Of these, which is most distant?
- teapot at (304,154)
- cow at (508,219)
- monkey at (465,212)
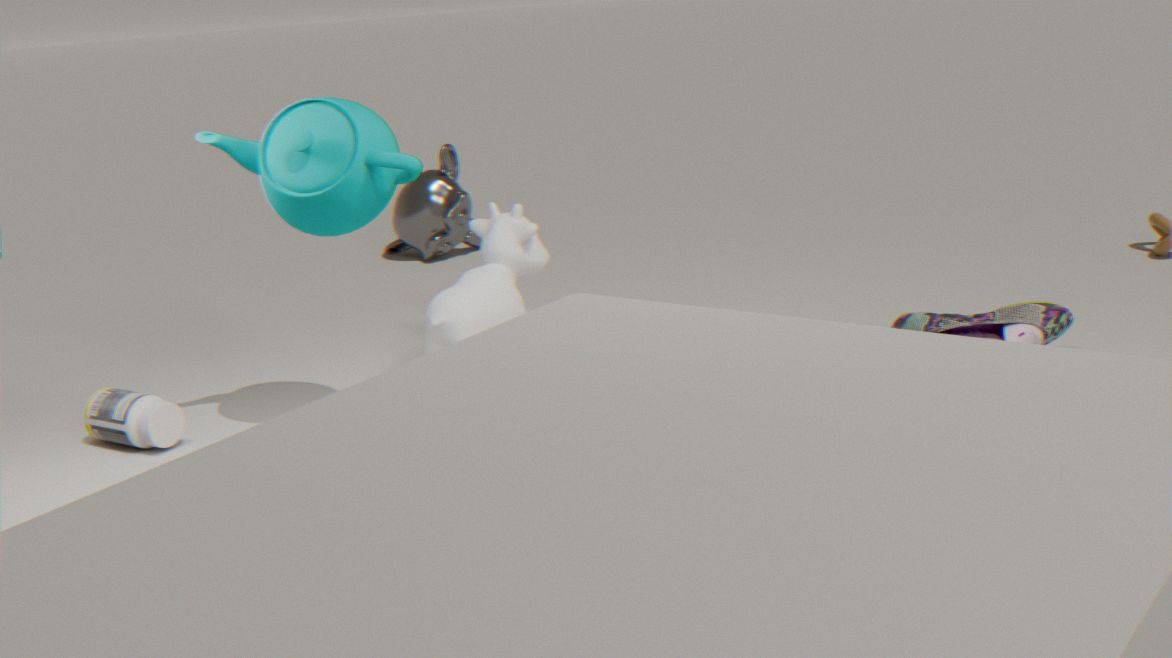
monkey at (465,212)
